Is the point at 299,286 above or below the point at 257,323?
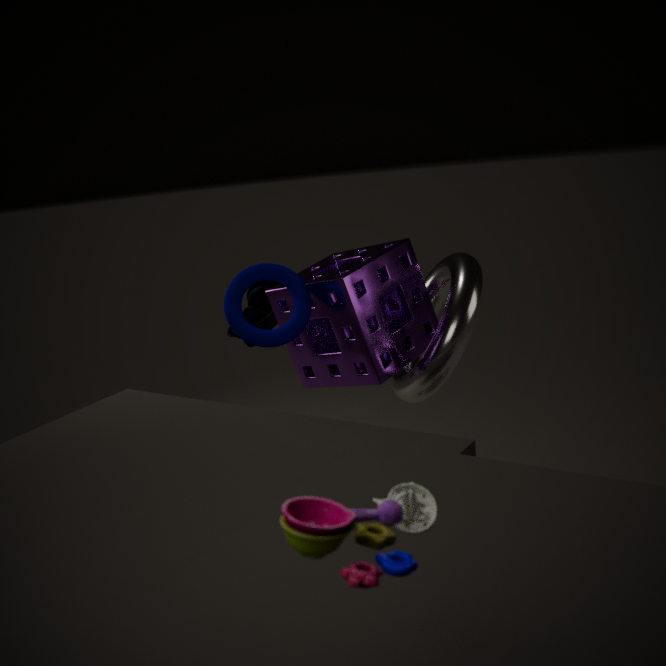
A: above
